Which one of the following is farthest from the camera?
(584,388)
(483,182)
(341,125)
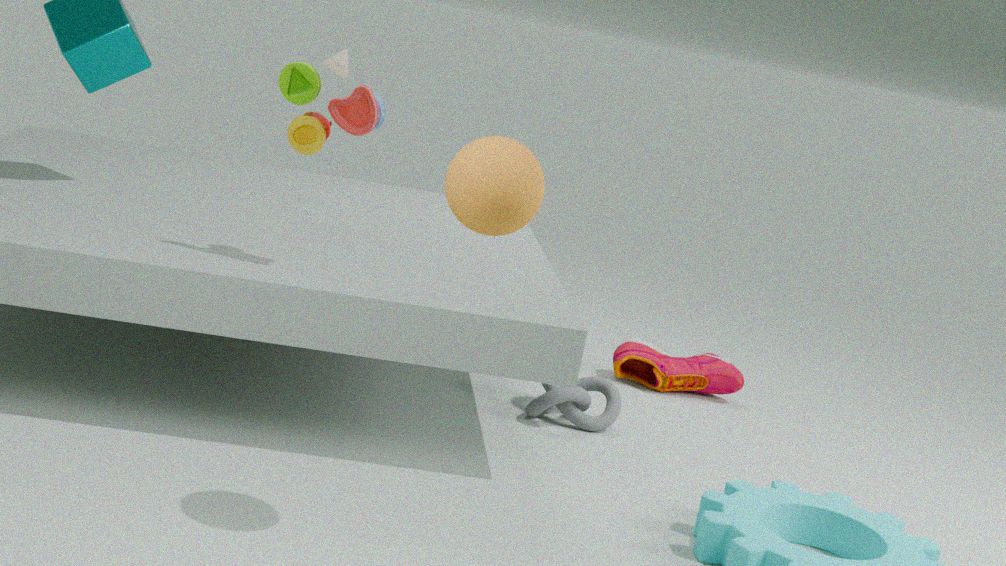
(584,388)
